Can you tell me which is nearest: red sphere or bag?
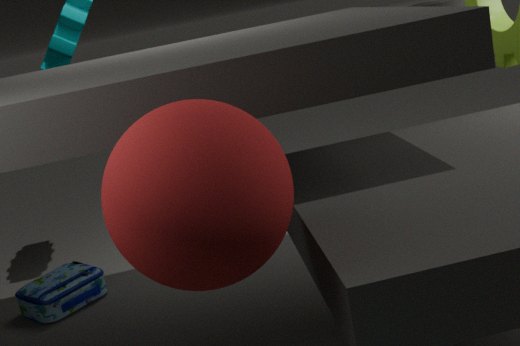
red sphere
